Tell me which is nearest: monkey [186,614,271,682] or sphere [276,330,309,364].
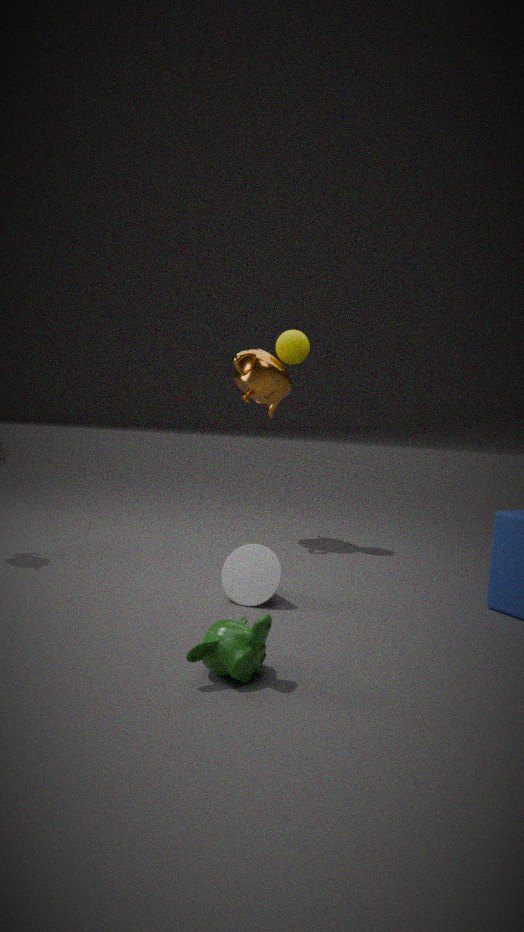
monkey [186,614,271,682]
